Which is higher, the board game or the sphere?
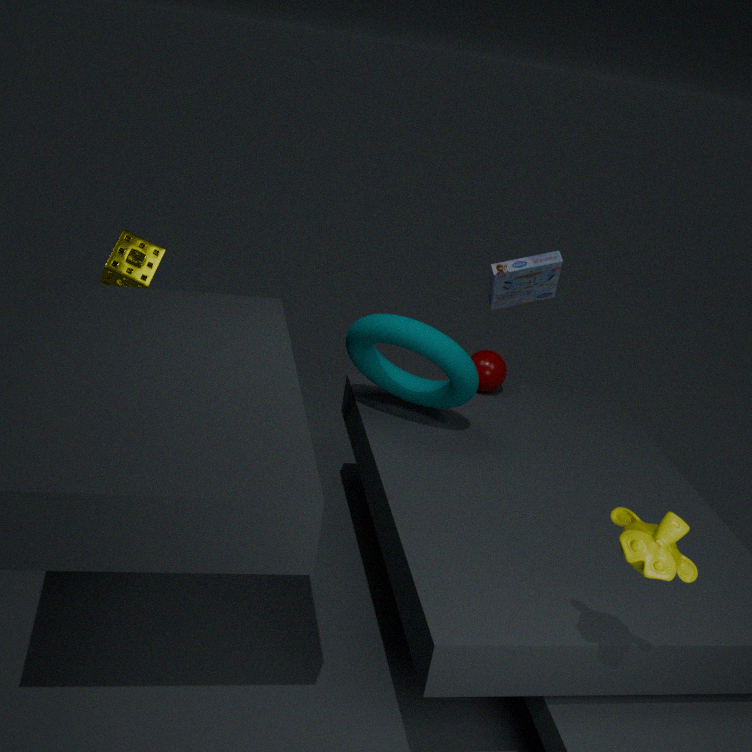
the board game
